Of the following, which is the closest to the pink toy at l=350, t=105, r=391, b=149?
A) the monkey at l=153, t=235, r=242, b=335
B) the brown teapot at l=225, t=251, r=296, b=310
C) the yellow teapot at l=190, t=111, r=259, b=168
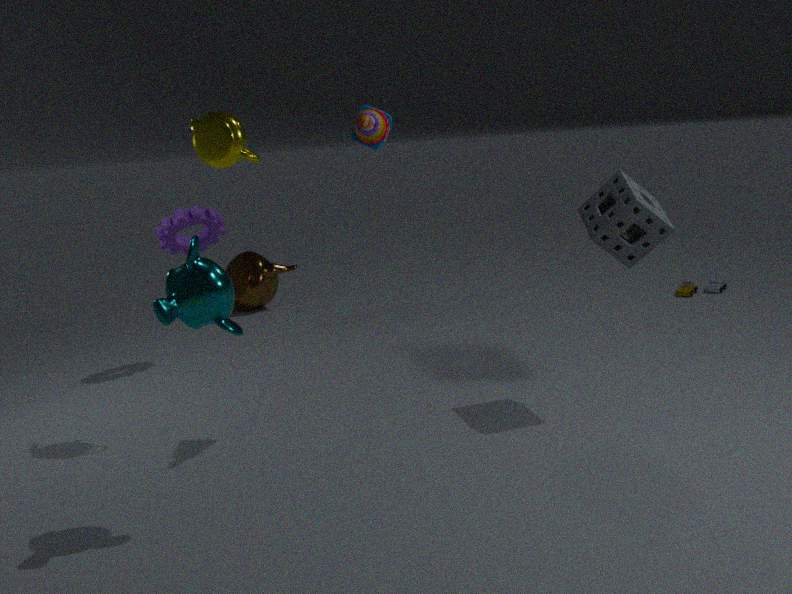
the yellow teapot at l=190, t=111, r=259, b=168
